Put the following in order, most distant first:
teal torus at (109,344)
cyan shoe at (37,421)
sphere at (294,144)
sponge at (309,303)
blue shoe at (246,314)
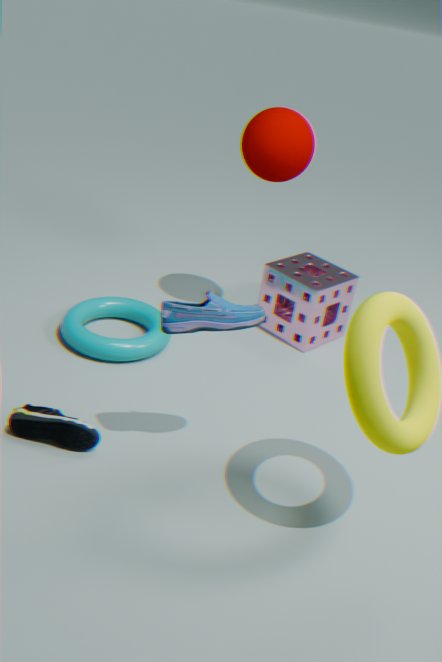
1. sponge at (309,303)
2. sphere at (294,144)
3. teal torus at (109,344)
4. cyan shoe at (37,421)
5. blue shoe at (246,314)
